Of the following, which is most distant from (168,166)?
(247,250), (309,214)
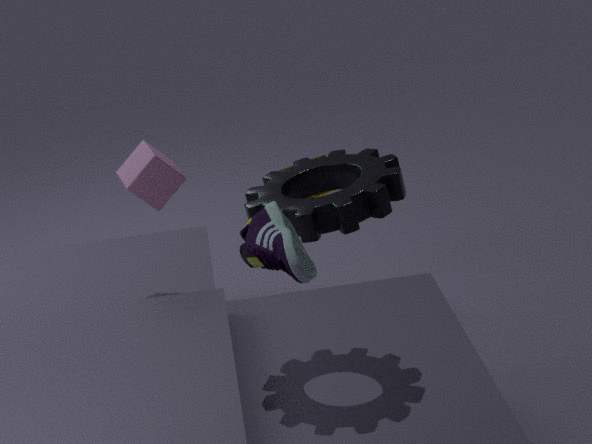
(247,250)
